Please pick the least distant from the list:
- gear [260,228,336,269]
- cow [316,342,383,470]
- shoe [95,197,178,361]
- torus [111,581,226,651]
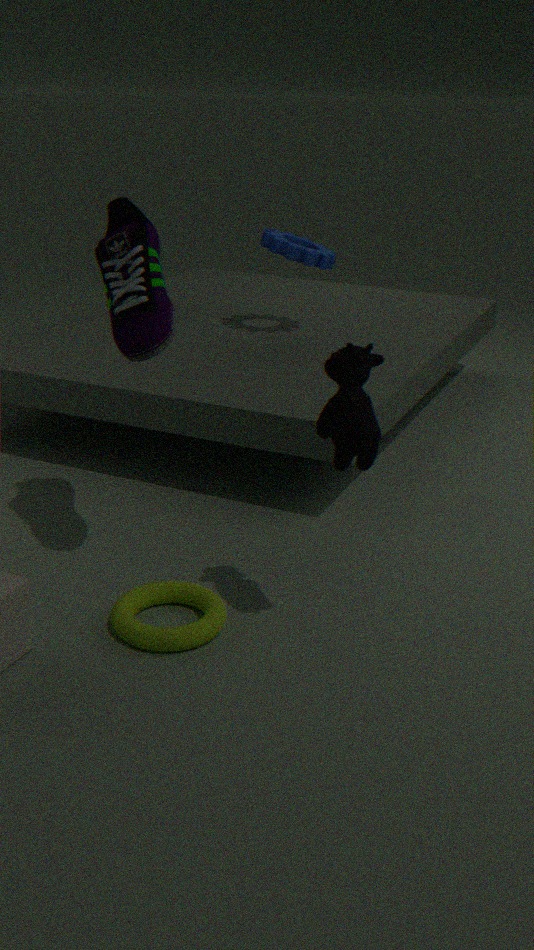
cow [316,342,383,470]
